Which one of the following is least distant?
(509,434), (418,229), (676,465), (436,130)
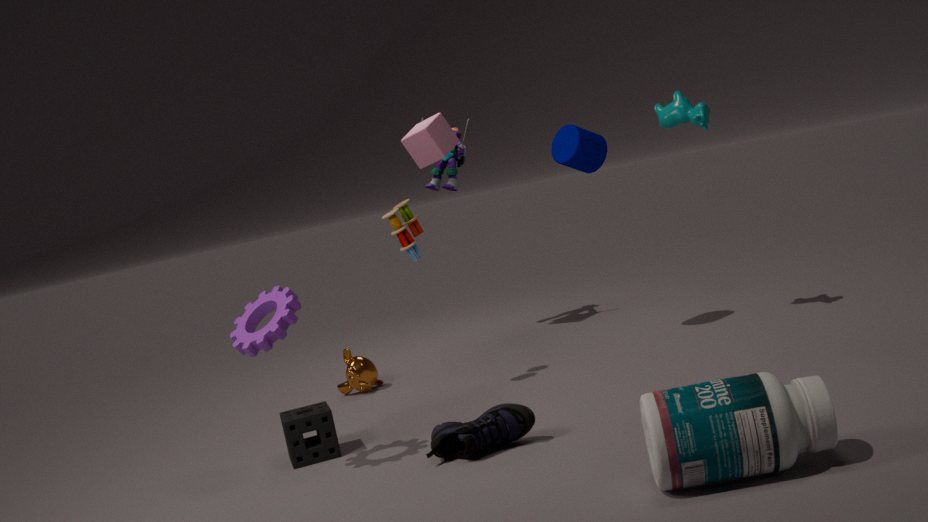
(676,465)
